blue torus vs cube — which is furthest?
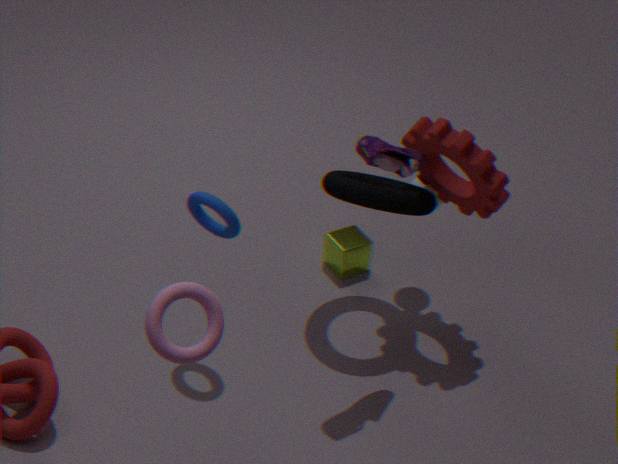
cube
